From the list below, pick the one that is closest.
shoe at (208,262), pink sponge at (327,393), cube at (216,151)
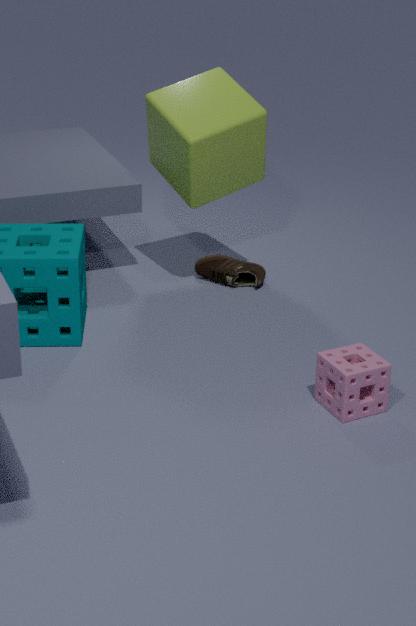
pink sponge at (327,393)
